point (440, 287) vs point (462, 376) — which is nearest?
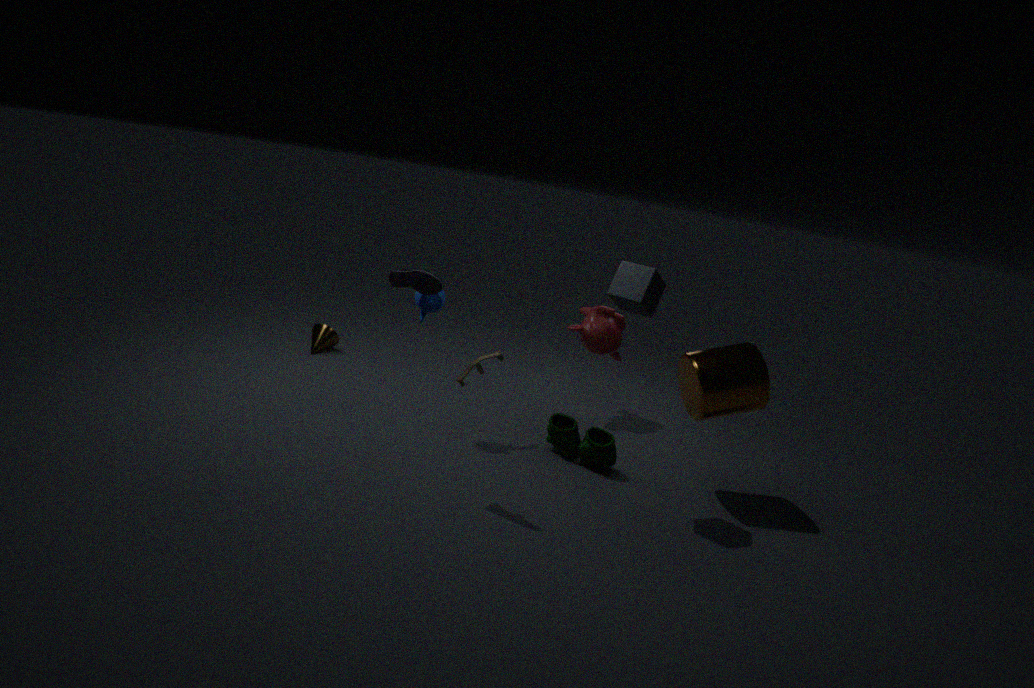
point (440, 287)
